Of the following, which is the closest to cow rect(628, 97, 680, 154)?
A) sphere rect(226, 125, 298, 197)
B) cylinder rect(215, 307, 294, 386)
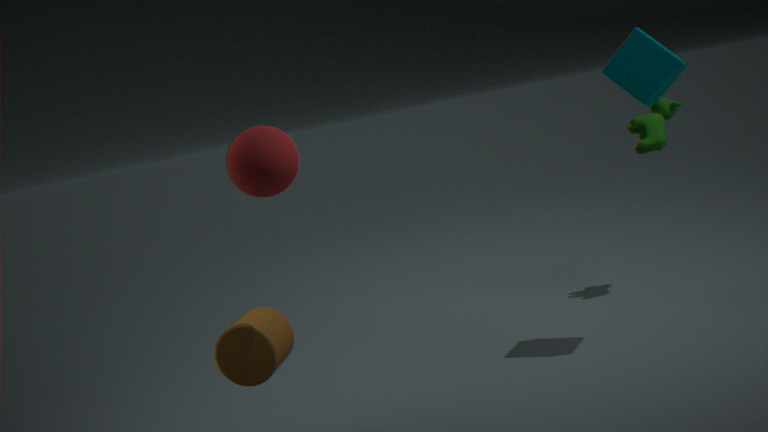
cylinder rect(215, 307, 294, 386)
